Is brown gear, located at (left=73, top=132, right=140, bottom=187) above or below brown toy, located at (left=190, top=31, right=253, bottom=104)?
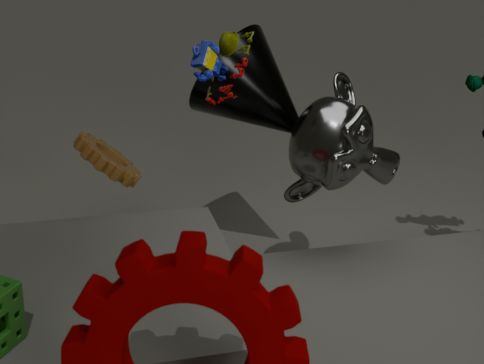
below
